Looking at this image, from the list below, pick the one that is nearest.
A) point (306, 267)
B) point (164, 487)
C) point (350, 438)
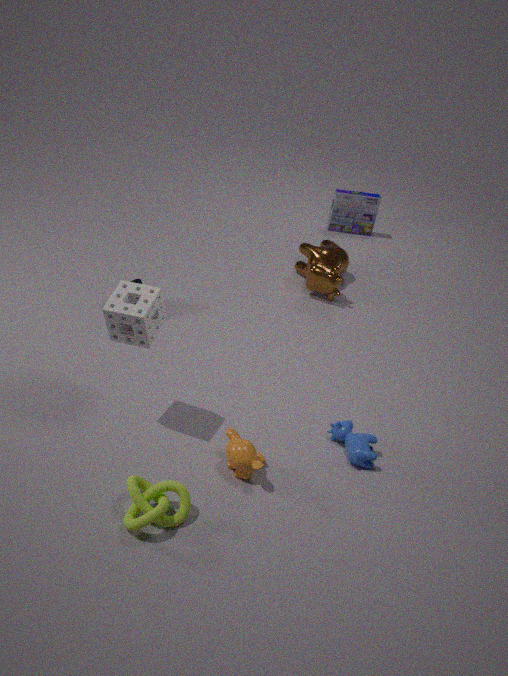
point (164, 487)
